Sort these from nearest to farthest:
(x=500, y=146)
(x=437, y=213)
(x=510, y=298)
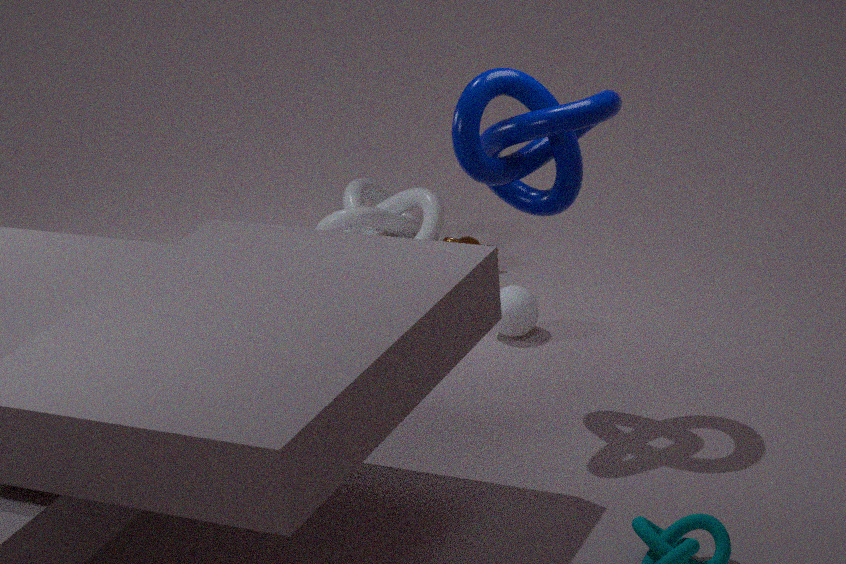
1. (x=500, y=146)
2. (x=510, y=298)
3. (x=437, y=213)
